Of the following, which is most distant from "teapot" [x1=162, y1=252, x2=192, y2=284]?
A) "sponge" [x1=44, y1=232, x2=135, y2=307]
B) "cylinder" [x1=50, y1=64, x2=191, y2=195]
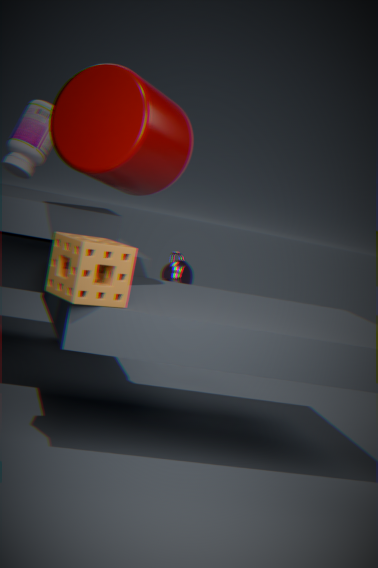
"sponge" [x1=44, y1=232, x2=135, y2=307]
